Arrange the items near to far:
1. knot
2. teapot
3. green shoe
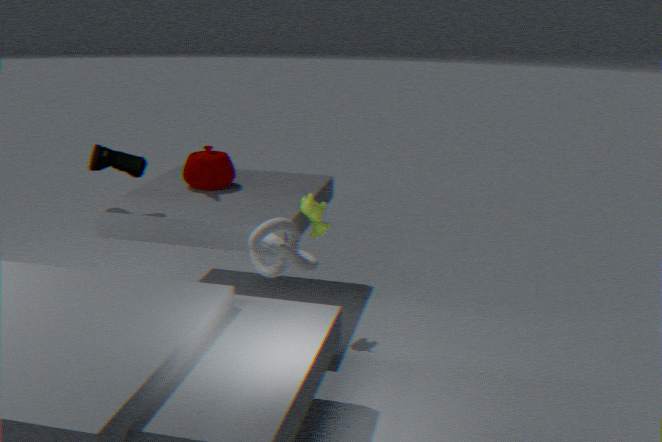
knot
green shoe
teapot
